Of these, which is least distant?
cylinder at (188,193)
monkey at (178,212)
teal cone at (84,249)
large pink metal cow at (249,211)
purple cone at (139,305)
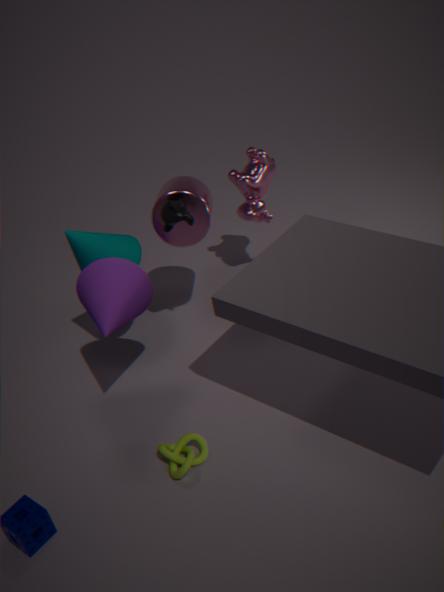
purple cone at (139,305)
